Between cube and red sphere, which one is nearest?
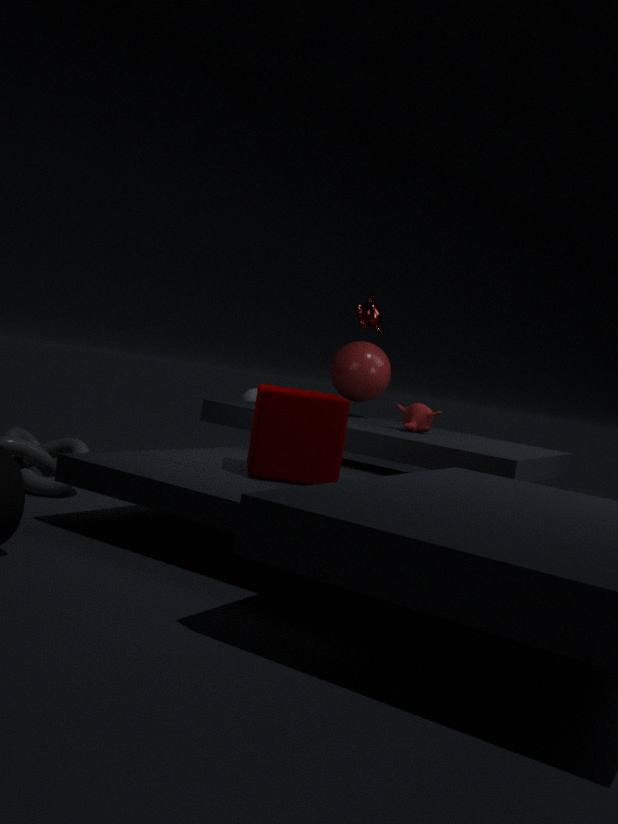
cube
